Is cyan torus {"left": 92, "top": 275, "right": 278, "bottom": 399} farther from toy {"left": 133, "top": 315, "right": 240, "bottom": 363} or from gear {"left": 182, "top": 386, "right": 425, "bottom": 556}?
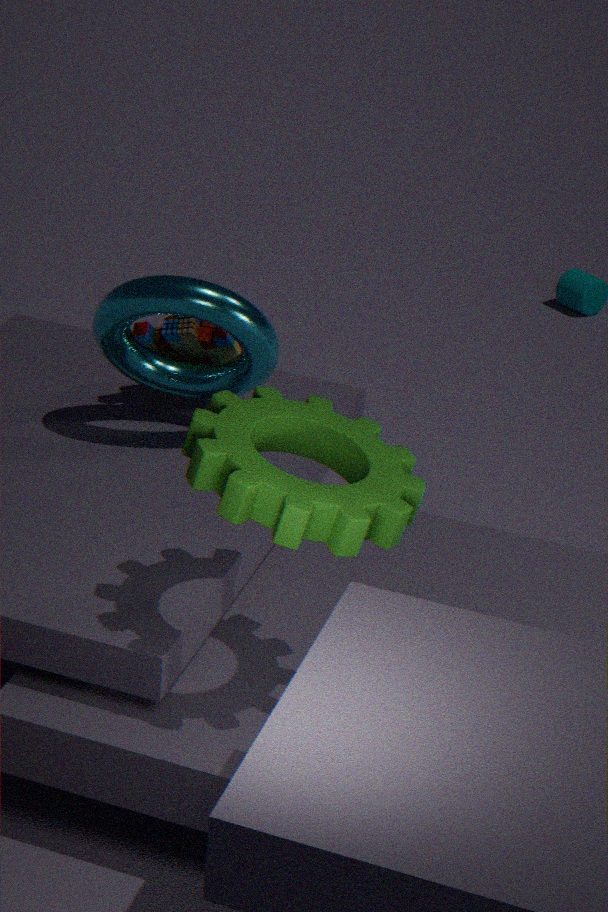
gear {"left": 182, "top": 386, "right": 425, "bottom": 556}
